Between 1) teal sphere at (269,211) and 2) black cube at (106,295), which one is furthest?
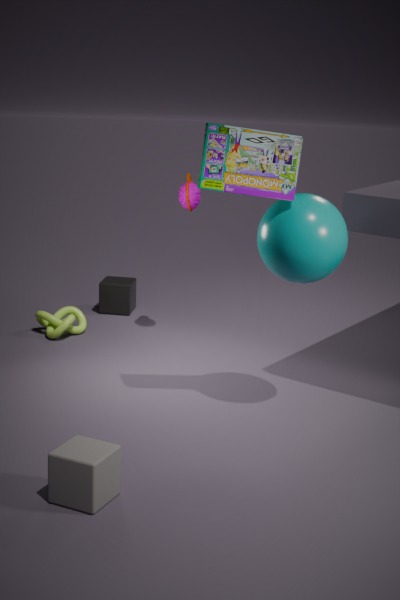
2. black cube at (106,295)
